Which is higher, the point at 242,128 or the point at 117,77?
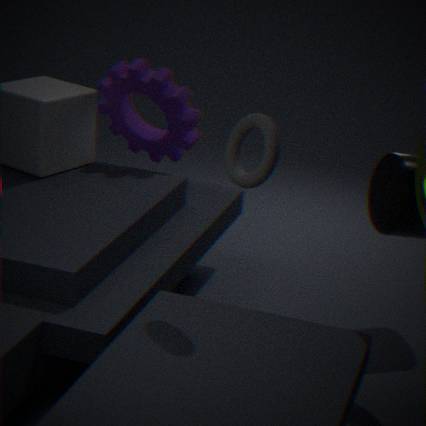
the point at 242,128
